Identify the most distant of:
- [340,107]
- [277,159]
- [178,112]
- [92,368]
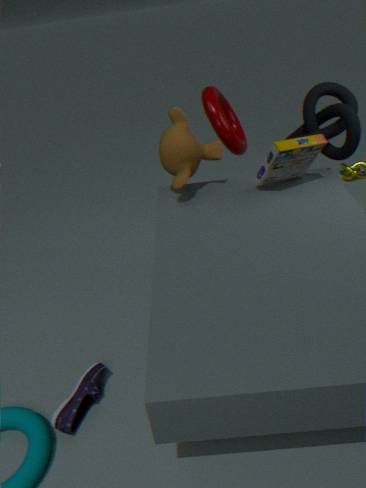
[340,107]
